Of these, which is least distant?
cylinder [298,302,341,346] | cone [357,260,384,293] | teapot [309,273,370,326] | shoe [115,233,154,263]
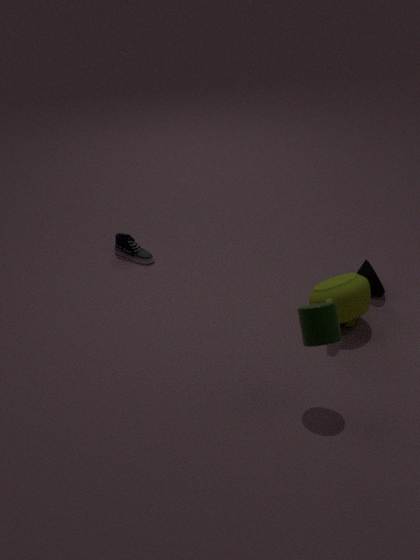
cylinder [298,302,341,346]
